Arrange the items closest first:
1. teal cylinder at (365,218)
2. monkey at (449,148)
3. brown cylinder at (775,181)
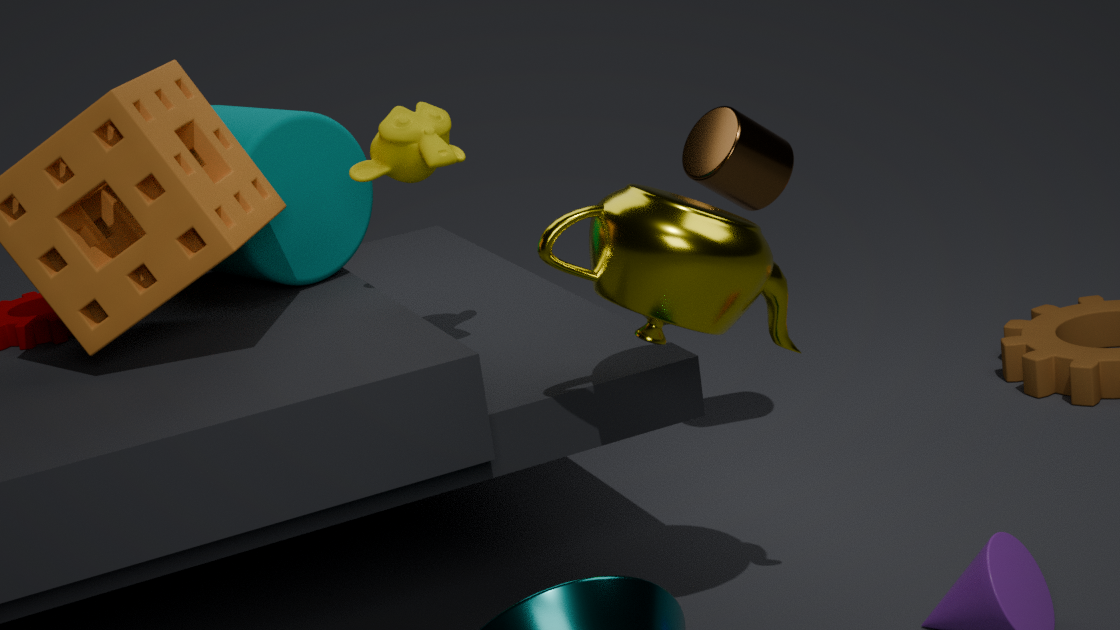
monkey at (449,148) < teal cylinder at (365,218) < brown cylinder at (775,181)
